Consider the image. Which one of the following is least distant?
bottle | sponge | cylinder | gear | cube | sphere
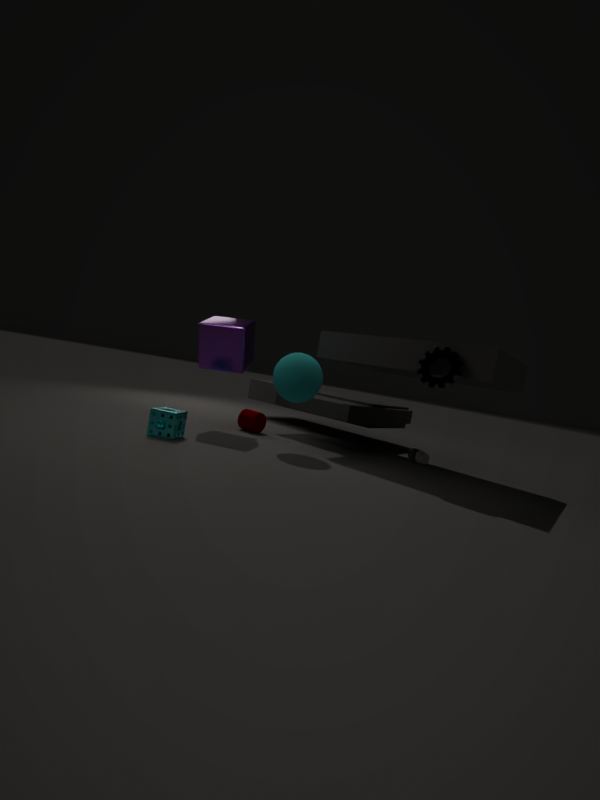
gear
